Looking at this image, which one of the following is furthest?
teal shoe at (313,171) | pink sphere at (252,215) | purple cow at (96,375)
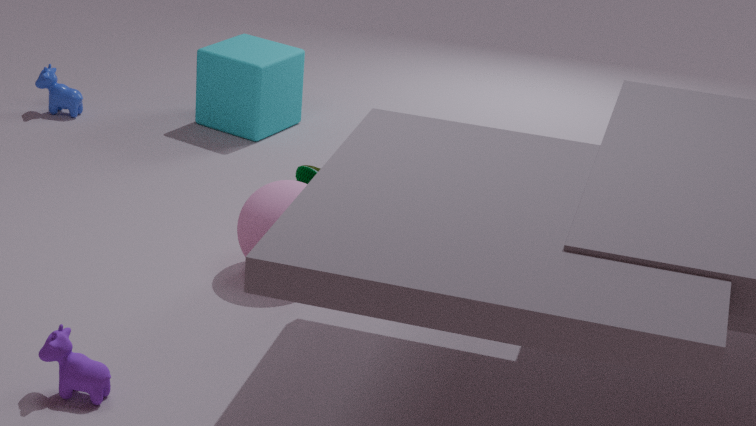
teal shoe at (313,171)
